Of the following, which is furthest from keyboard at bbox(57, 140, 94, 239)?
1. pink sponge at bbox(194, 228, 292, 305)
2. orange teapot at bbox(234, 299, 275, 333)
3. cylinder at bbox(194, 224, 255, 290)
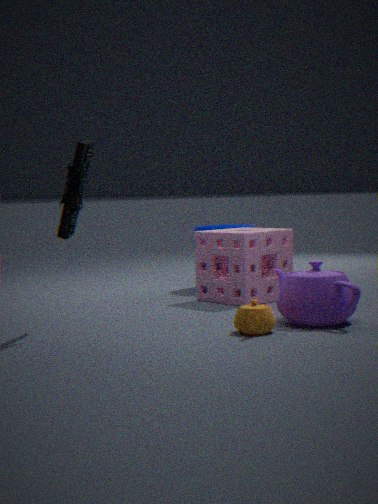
cylinder at bbox(194, 224, 255, 290)
